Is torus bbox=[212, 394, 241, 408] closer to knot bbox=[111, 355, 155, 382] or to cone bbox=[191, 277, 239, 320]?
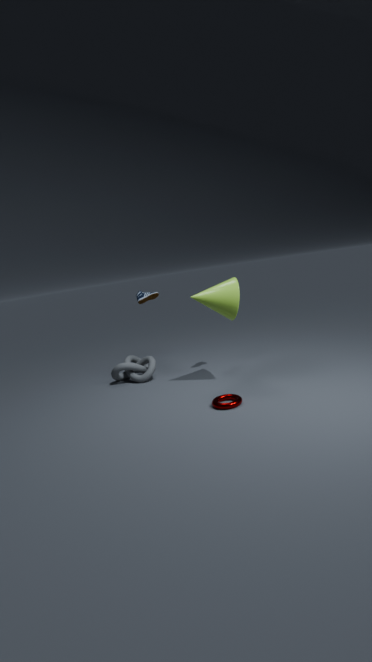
cone bbox=[191, 277, 239, 320]
